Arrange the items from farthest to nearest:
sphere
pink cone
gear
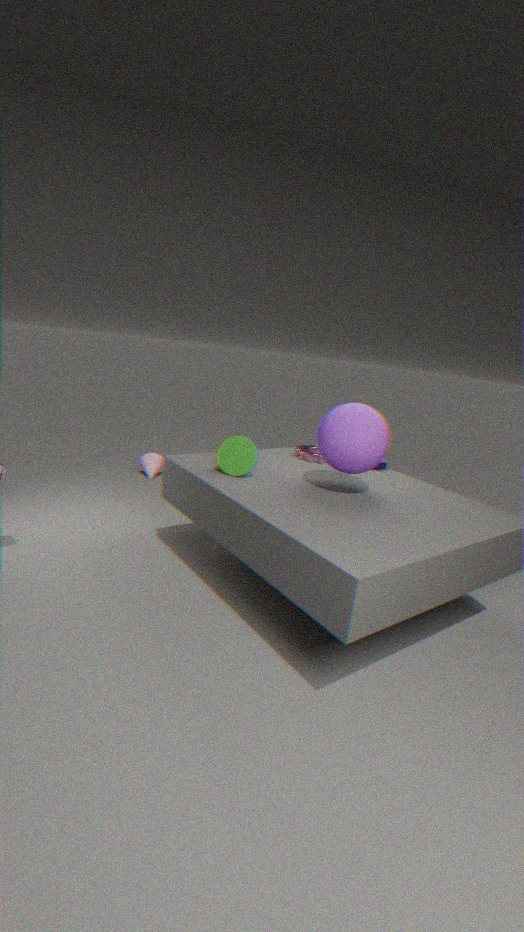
pink cone → gear → sphere
